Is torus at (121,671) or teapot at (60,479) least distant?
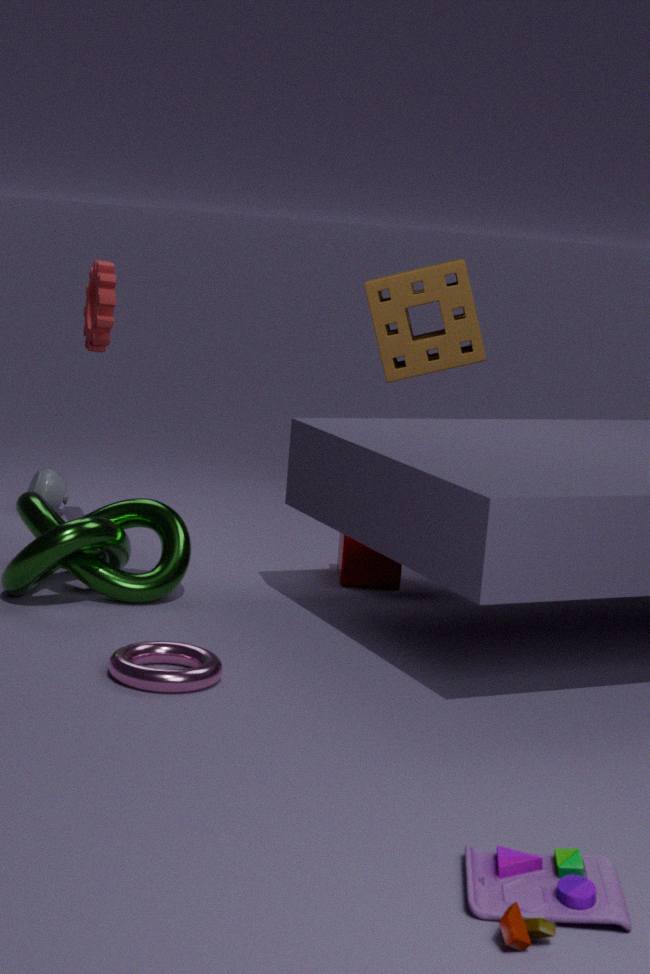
torus at (121,671)
